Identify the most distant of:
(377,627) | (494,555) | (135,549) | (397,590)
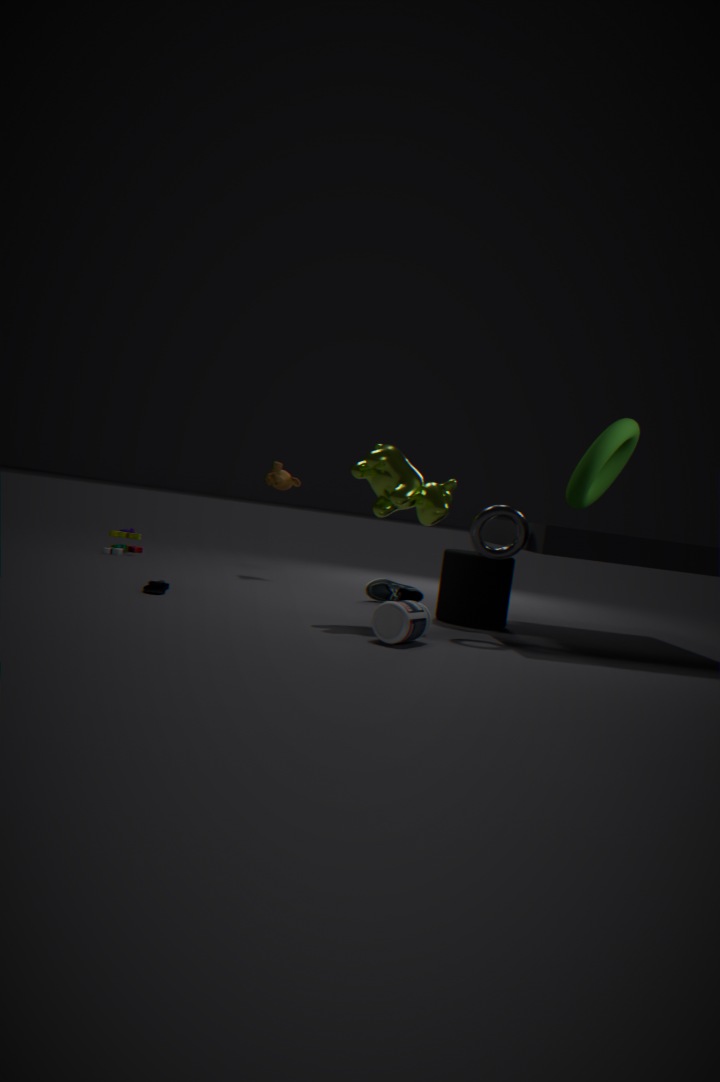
(135,549)
